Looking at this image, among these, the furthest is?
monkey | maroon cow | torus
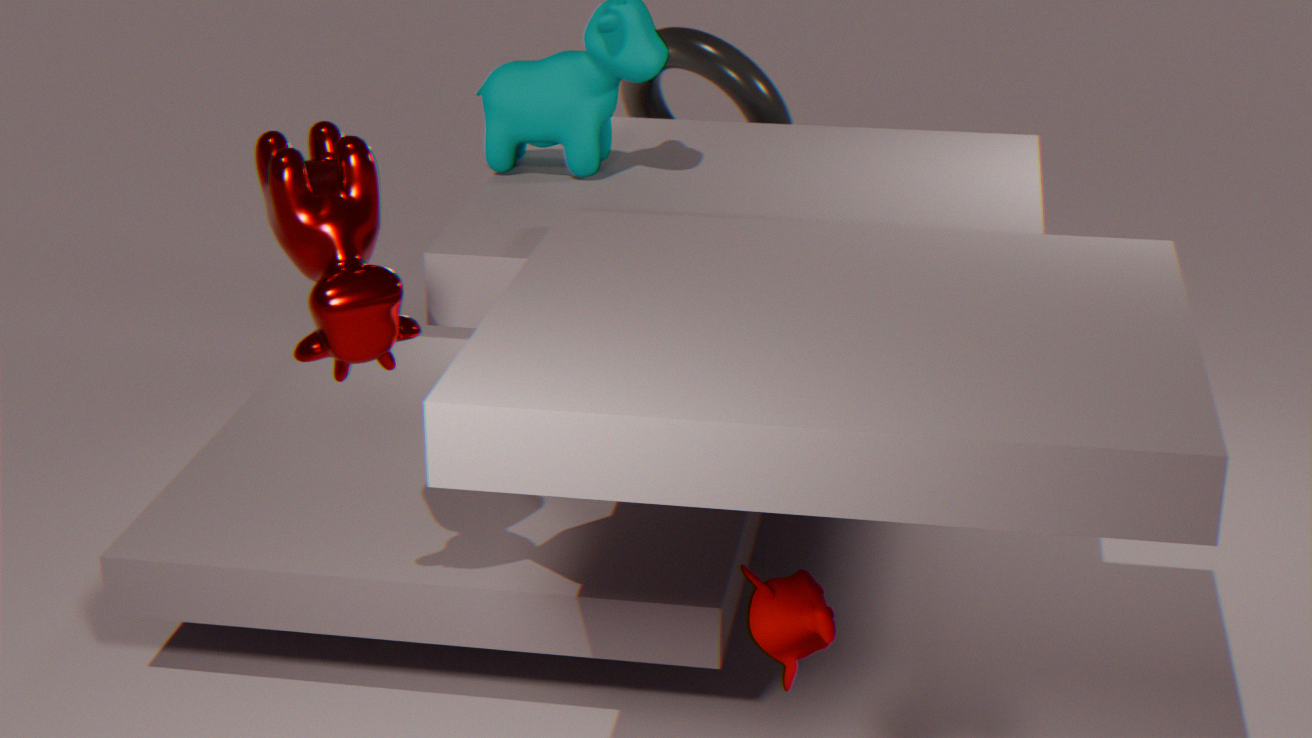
torus
